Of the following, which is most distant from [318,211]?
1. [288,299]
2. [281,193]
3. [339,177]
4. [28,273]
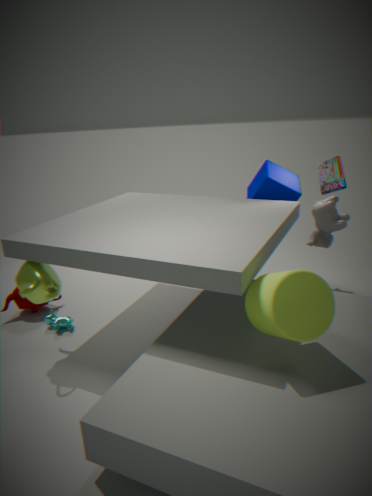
[28,273]
